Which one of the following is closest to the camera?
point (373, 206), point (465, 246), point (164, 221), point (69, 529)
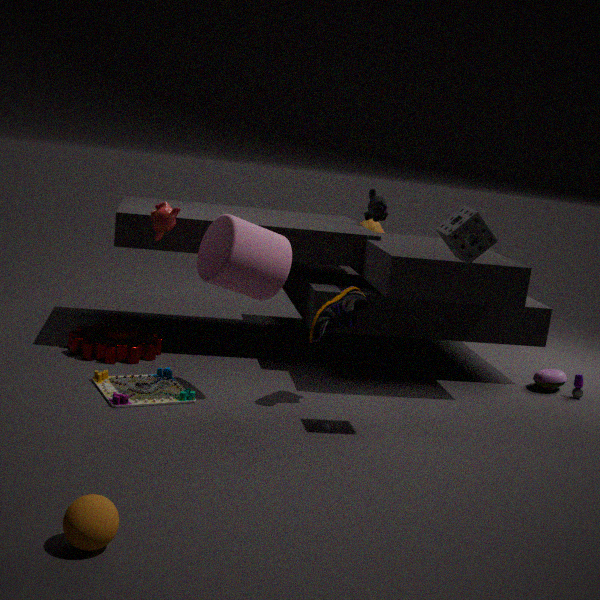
point (69, 529)
